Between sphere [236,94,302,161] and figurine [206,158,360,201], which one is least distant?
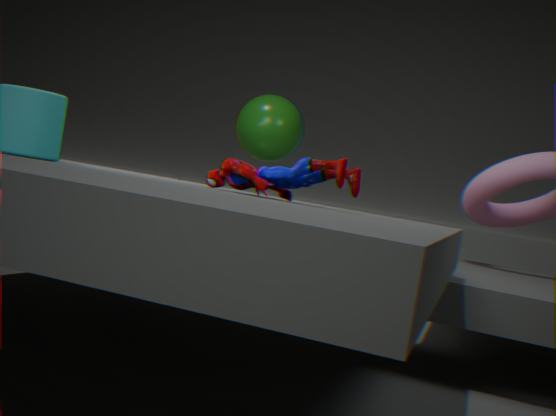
figurine [206,158,360,201]
